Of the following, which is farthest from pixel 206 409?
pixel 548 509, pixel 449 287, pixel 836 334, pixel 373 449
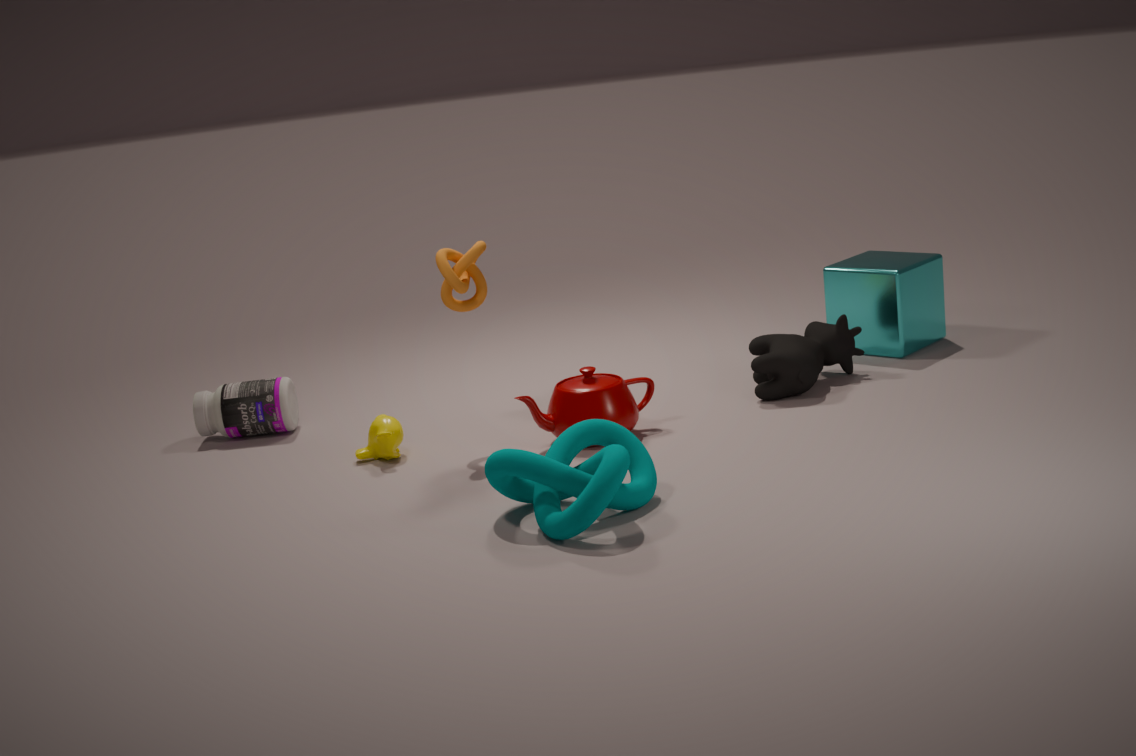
pixel 836 334
